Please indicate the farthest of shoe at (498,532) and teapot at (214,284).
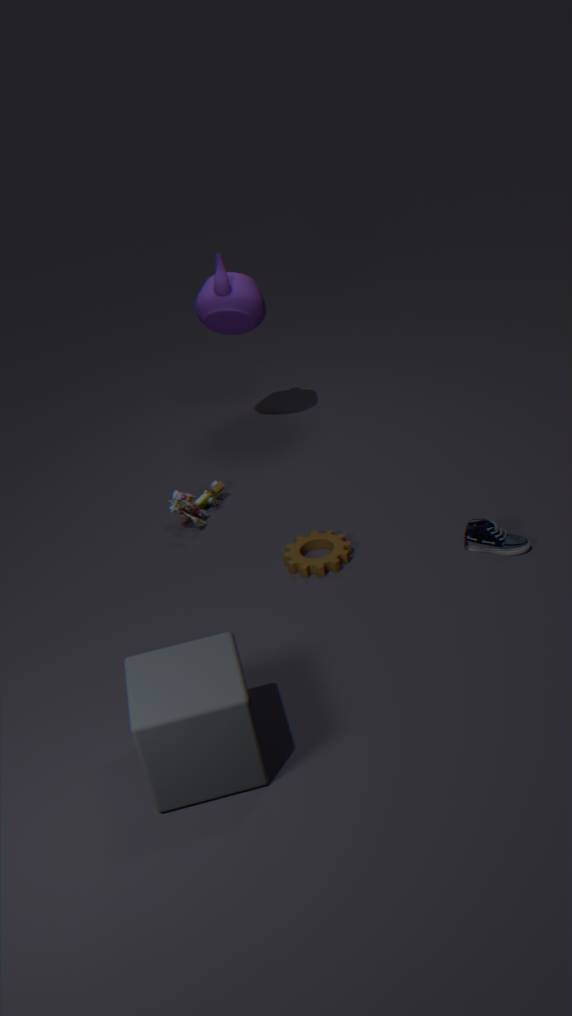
teapot at (214,284)
